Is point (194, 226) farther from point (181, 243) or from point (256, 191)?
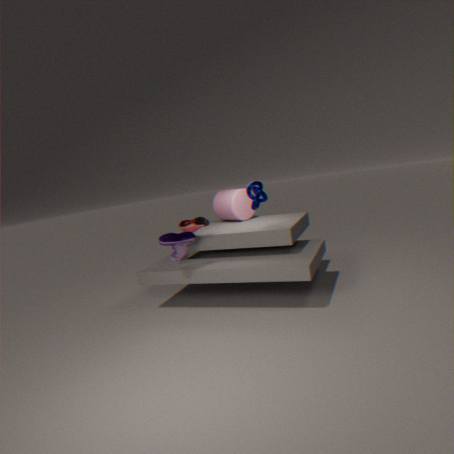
point (256, 191)
